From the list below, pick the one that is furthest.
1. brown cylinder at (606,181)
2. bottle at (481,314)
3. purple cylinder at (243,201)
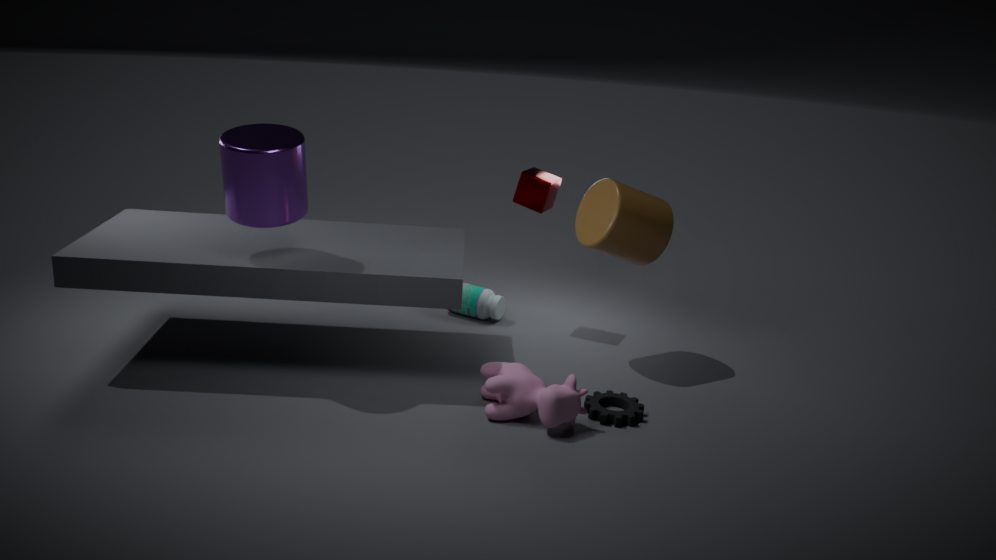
bottle at (481,314)
